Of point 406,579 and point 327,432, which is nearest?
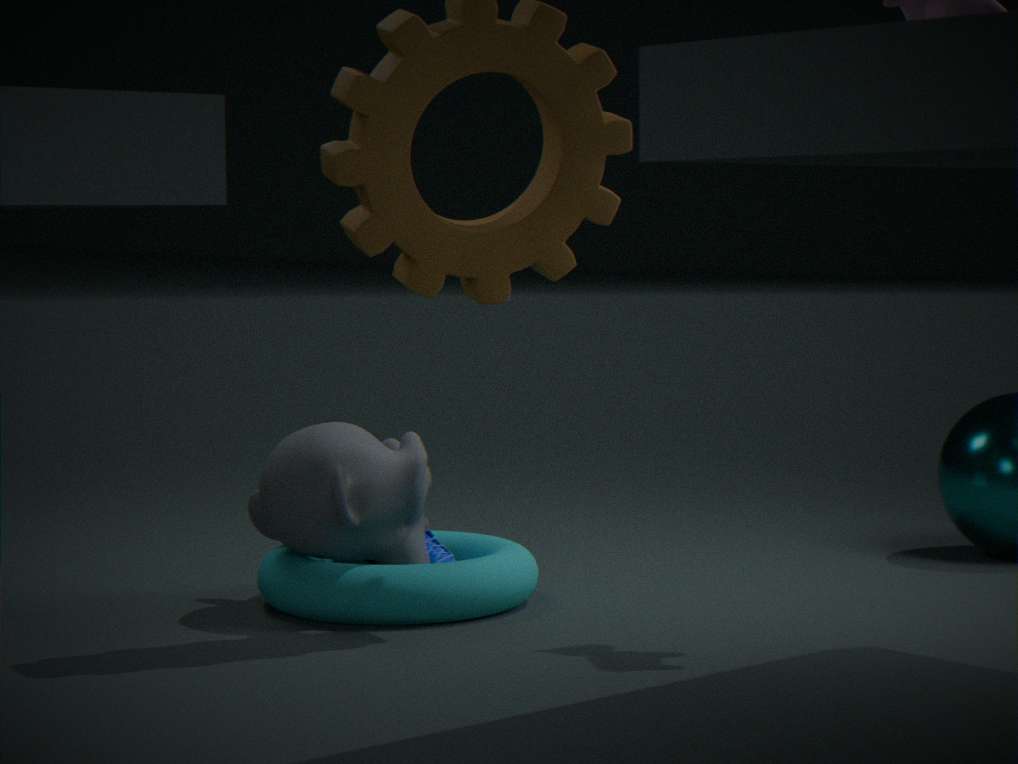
point 406,579
